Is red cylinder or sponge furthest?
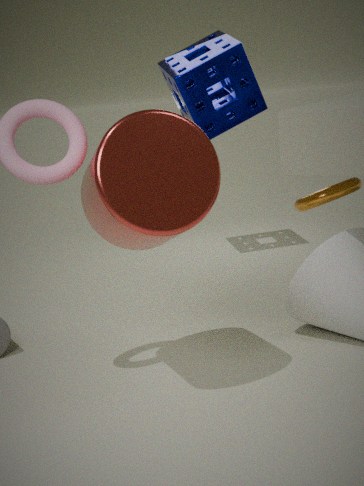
sponge
